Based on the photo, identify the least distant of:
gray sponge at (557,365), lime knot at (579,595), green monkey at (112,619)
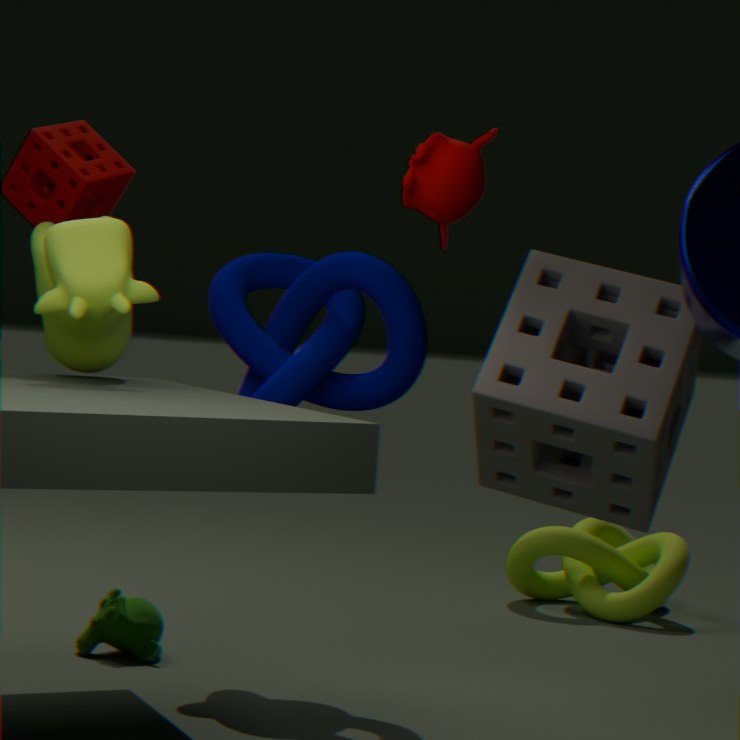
gray sponge at (557,365)
